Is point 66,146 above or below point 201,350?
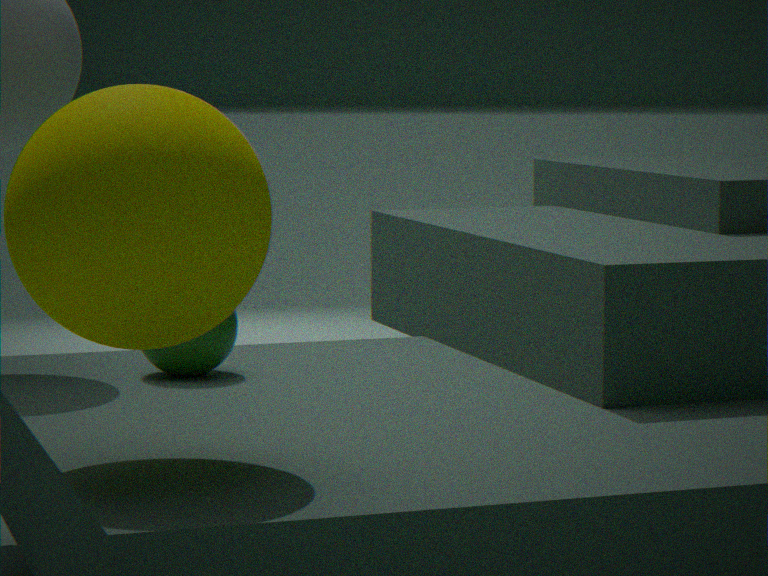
above
